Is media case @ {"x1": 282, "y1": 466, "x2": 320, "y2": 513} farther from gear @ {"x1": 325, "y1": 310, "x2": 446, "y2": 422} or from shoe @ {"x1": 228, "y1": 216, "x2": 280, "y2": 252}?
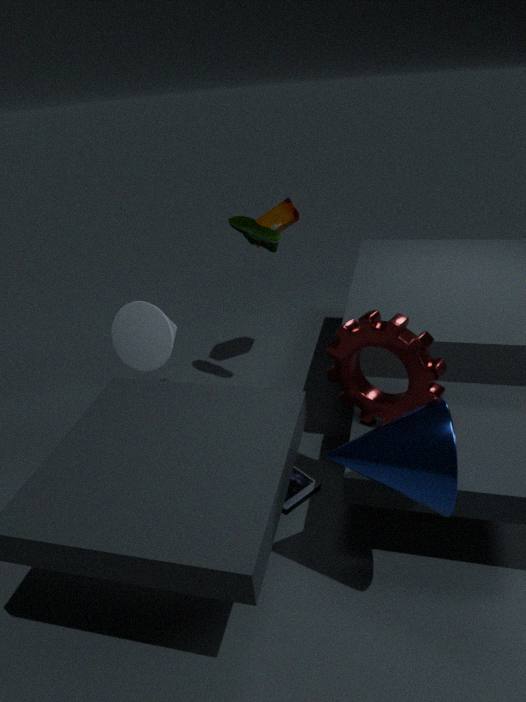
shoe @ {"x1": 228, "y1": 216, "x2": 280, "y2": 252}
